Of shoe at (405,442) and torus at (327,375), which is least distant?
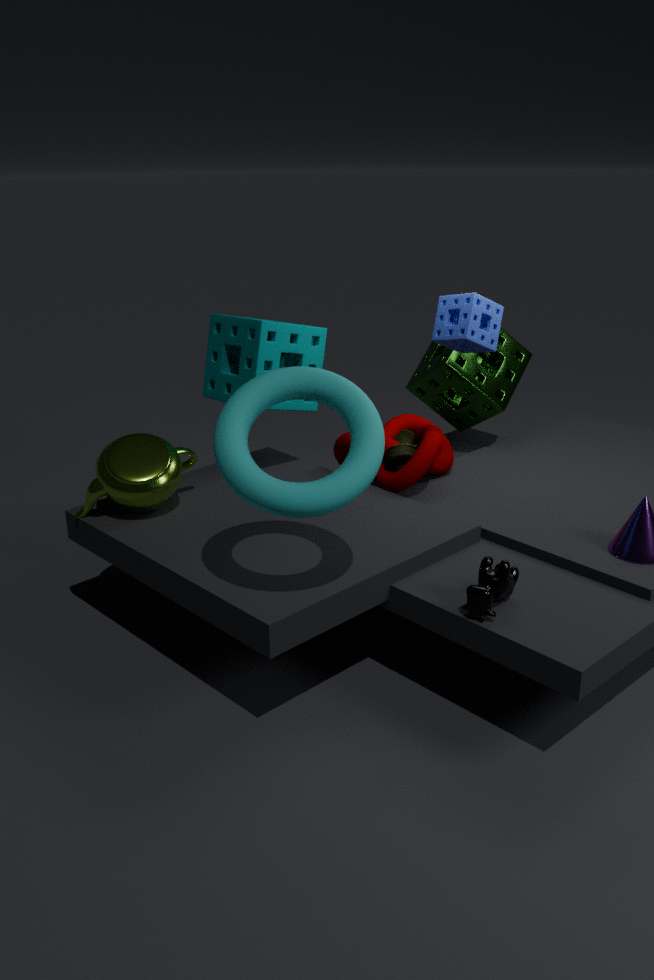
torus at (327,375)
